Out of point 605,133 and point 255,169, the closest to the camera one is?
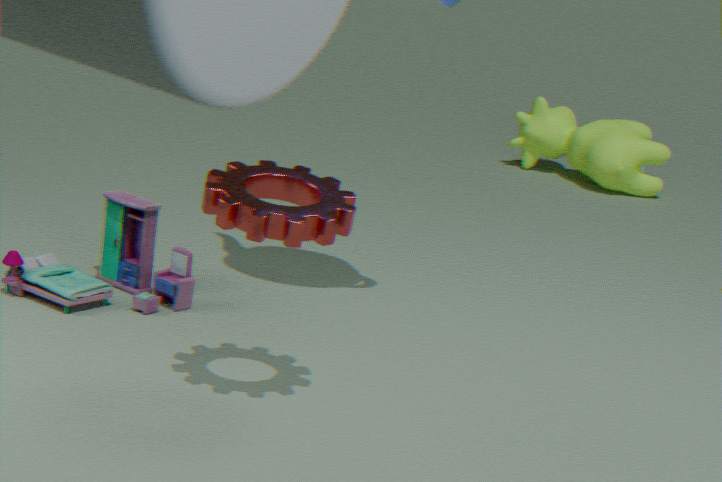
point 255,169
